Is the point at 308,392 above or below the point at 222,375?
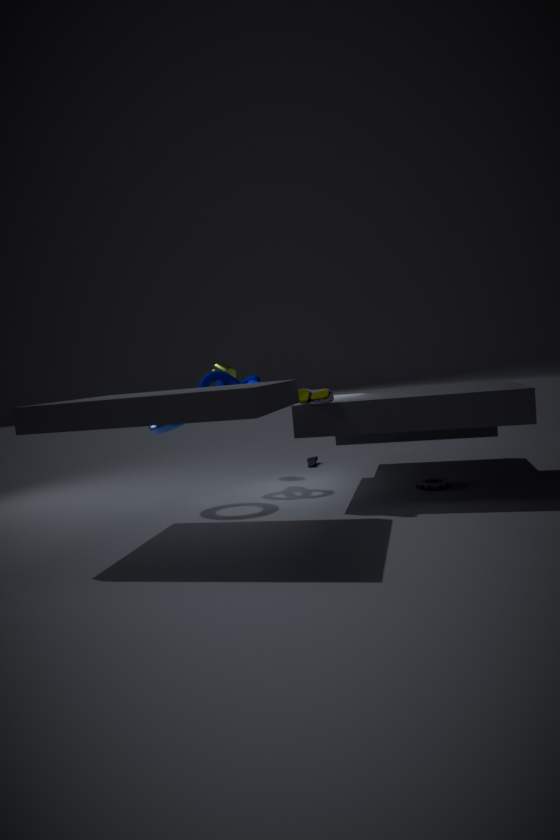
below
